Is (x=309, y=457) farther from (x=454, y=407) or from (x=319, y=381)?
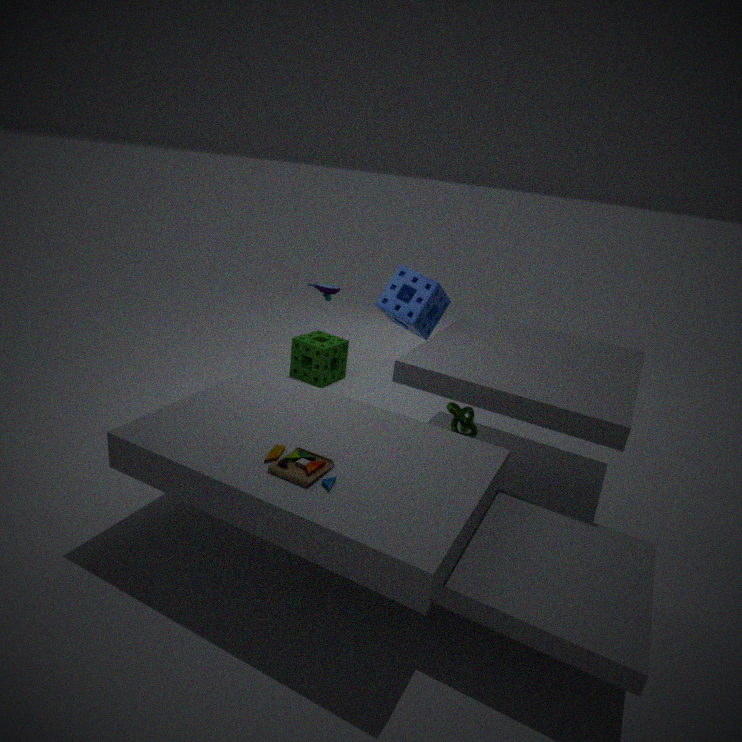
(x=319, y=381)
